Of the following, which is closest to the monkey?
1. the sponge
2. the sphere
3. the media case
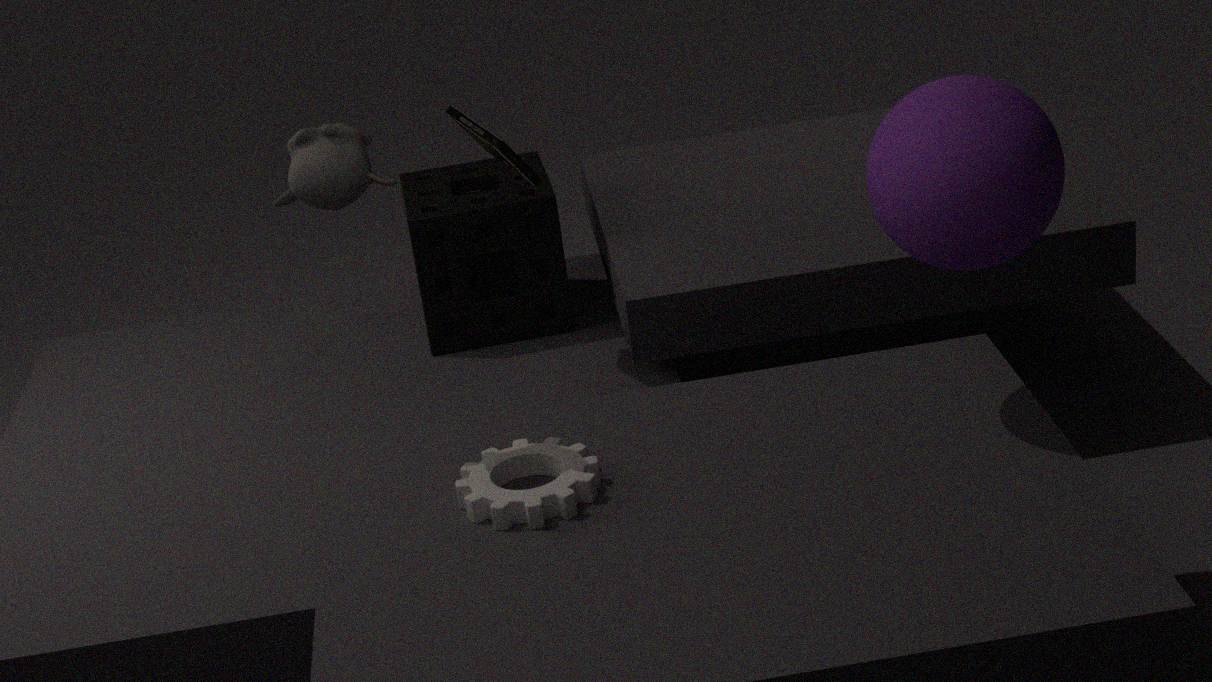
the media case
